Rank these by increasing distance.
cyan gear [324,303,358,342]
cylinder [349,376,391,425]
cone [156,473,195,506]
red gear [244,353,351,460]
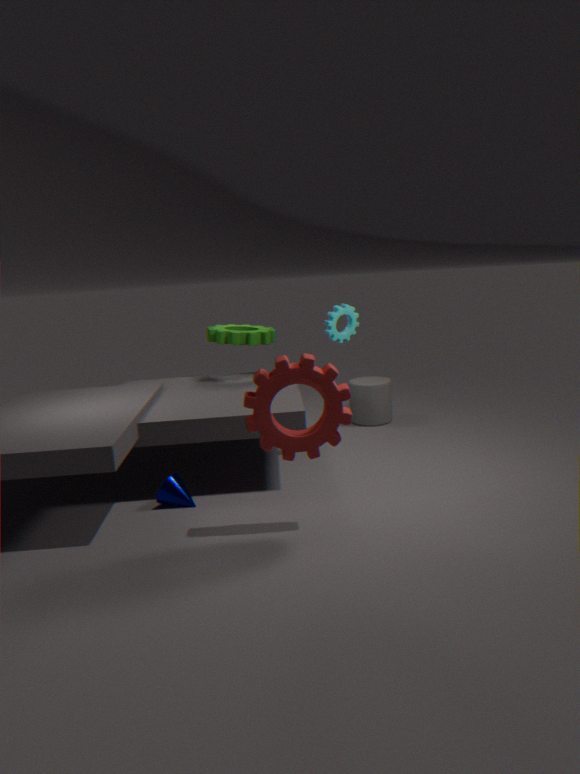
red gear [244,353,351,460], cone [156,473,195,506], cyan gear [324,303,358,342], cylinder [349,376,391,425]
